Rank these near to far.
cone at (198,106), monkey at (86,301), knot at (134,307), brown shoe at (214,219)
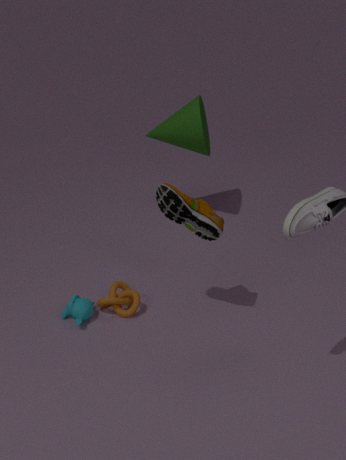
brown shoe at (214,219)
monkey at (86,301)
knot at (134,307)
cone at (198,106)
